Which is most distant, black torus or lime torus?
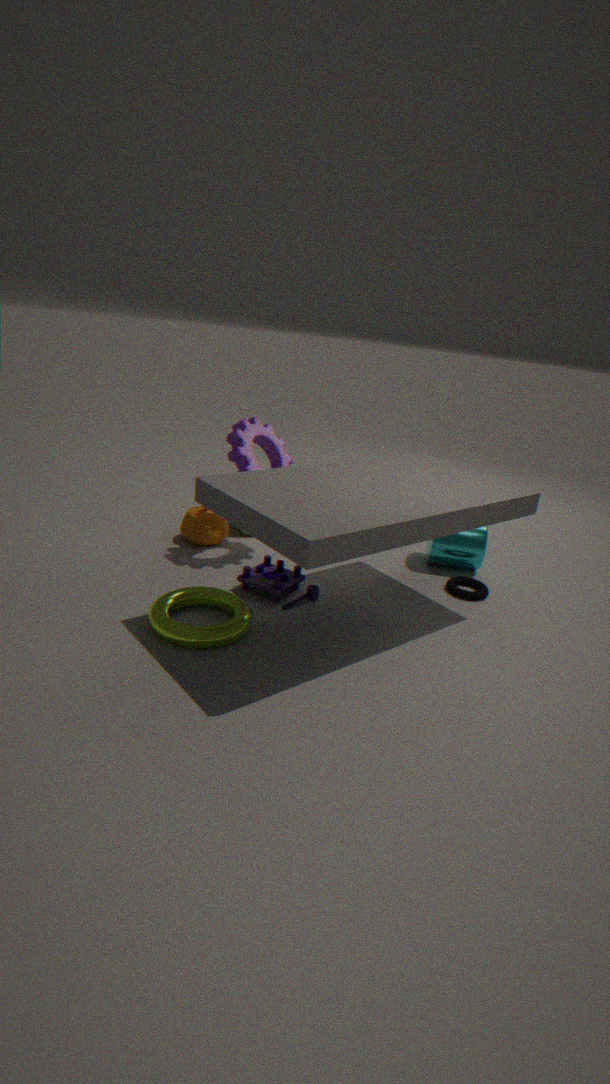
black torus
